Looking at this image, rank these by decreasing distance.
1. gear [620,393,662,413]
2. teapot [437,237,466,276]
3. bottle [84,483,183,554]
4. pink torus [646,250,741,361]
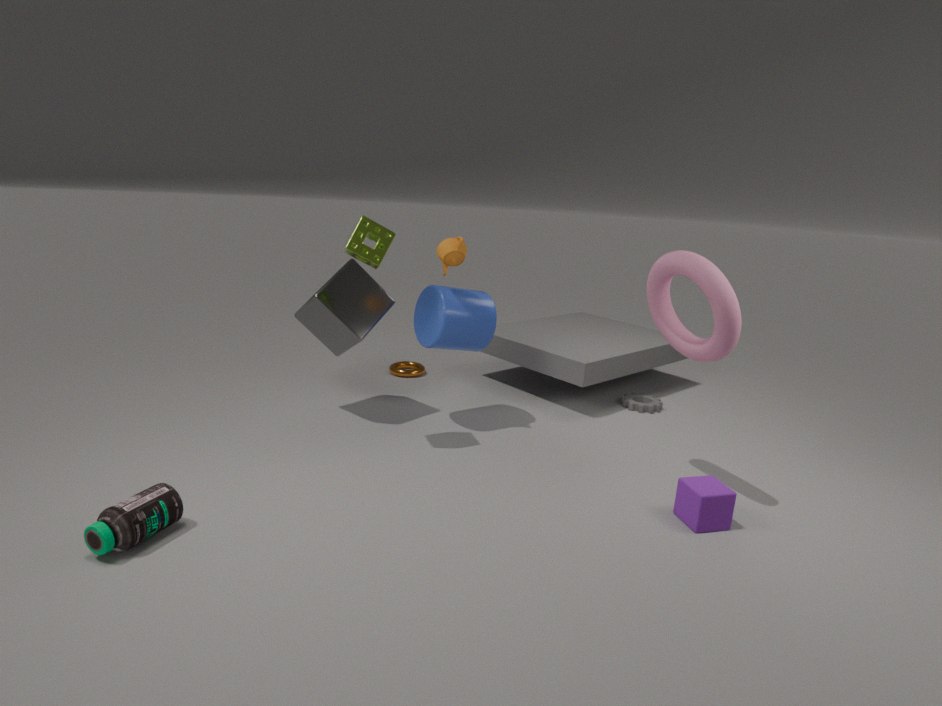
1. gear [620,393,662,413]
2. teapot [437,237,466,276]
3. pink torus [646,250,741,361]
4. bottle [84,483,183,554]
